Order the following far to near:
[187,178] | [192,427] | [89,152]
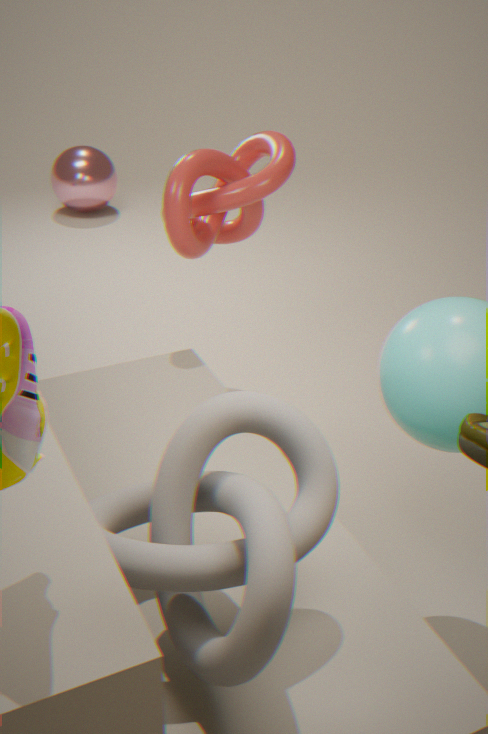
[89,152]
[187,178]
[192,427]
